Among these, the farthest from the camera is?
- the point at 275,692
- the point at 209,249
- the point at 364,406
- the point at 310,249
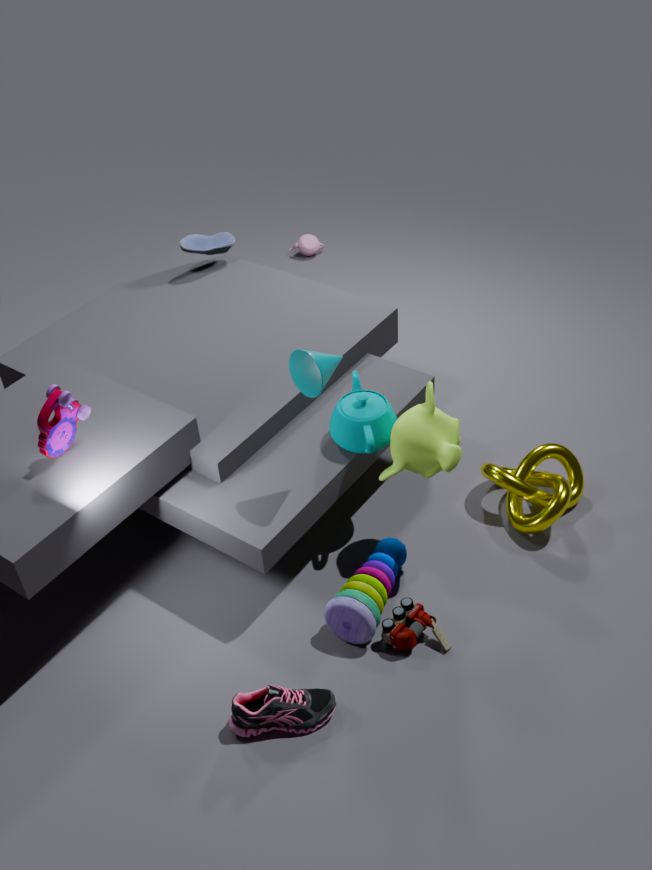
the point at 310,249
